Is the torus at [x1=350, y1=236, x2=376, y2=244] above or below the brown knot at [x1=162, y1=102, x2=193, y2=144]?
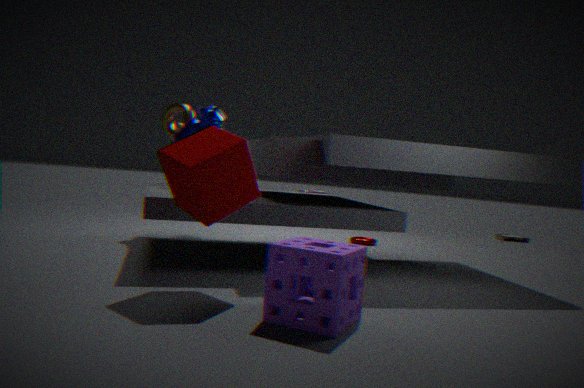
below
